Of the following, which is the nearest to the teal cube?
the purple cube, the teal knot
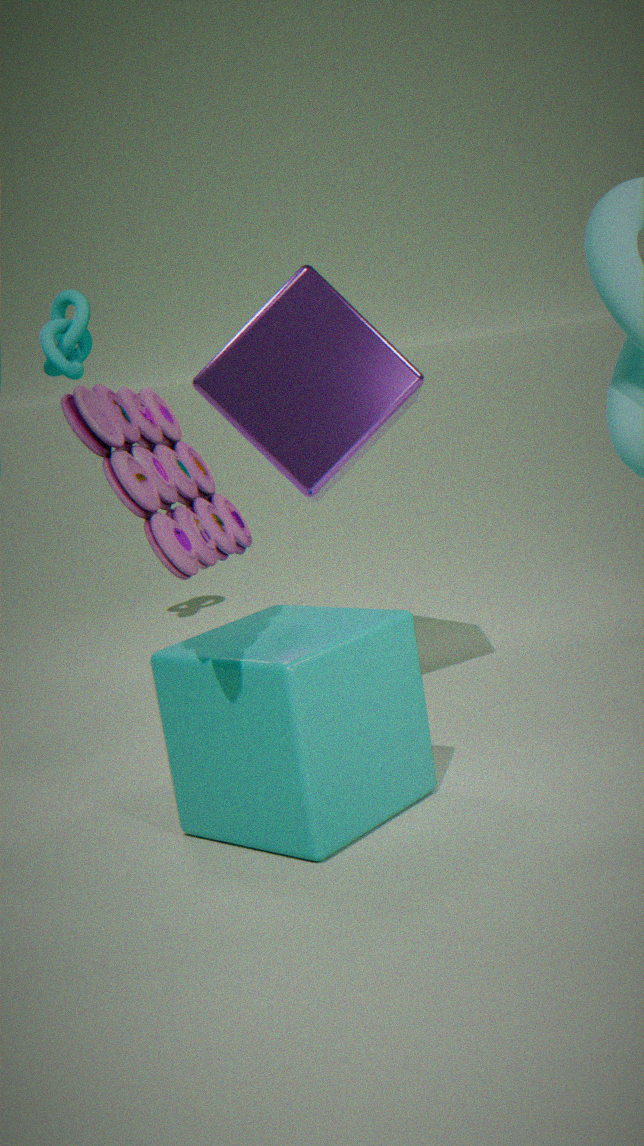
the purple cube
